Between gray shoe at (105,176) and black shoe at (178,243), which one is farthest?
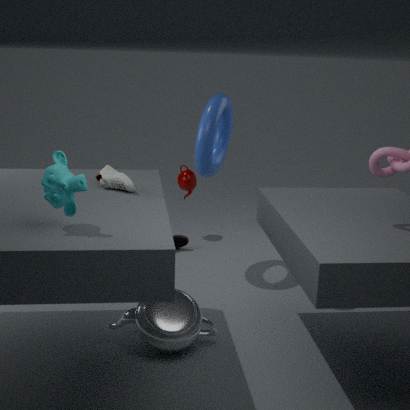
black shoe at (178,243)
